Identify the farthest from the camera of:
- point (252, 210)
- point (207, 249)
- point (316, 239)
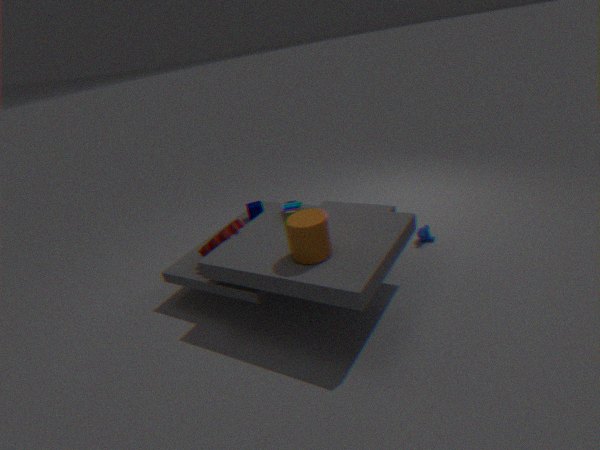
point (252, 210)
